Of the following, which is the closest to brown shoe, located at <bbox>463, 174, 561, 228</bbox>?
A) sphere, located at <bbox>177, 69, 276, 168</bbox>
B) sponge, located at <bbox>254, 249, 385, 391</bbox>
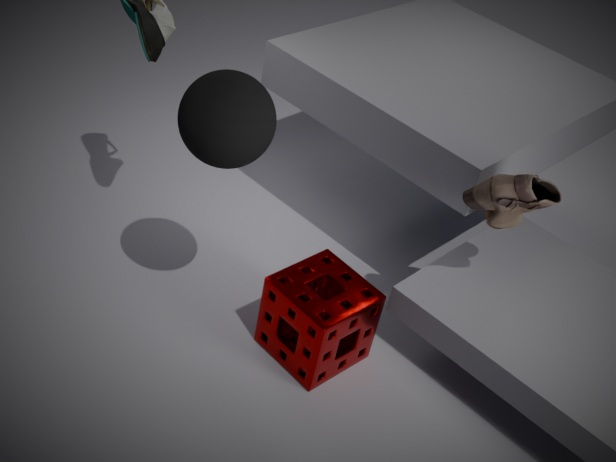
sponge, located at <bbox>254, 249, 385, 391</bbox>
